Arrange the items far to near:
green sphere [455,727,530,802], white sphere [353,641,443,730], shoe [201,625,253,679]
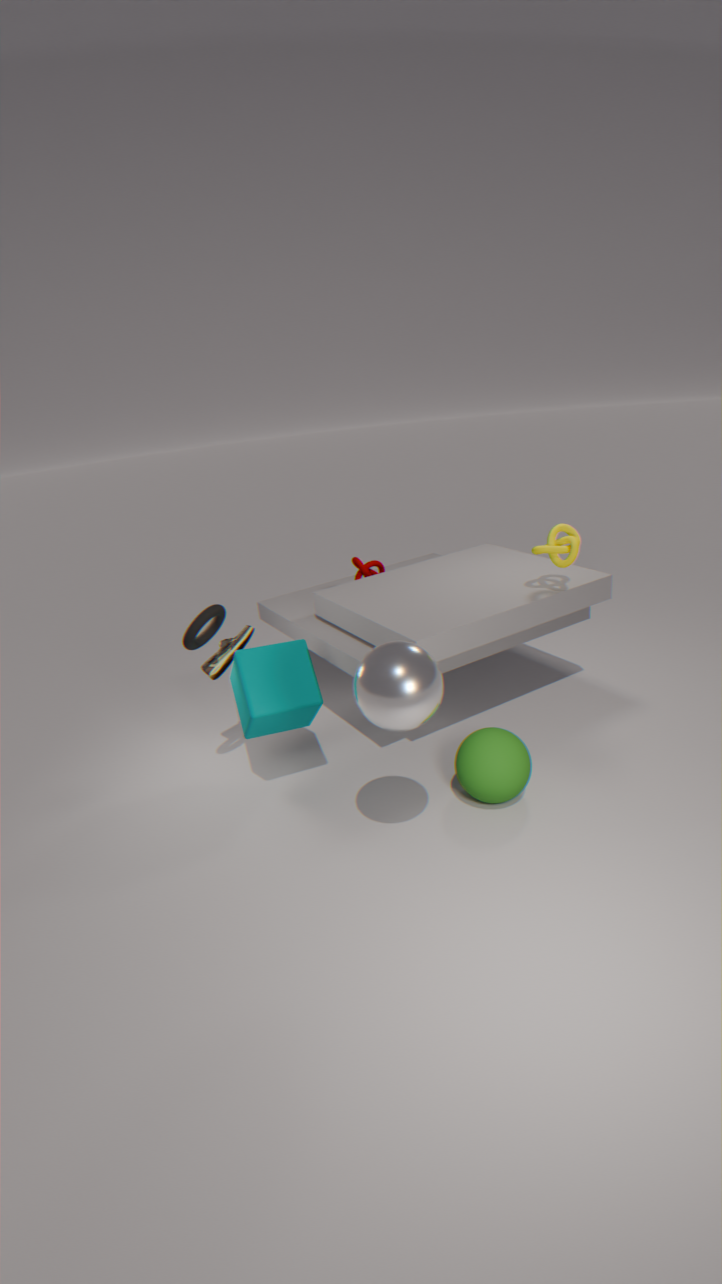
shoe [201,625,253,679] < green sphere [455,727,530,802] < white sphere [353,641,443,730]
